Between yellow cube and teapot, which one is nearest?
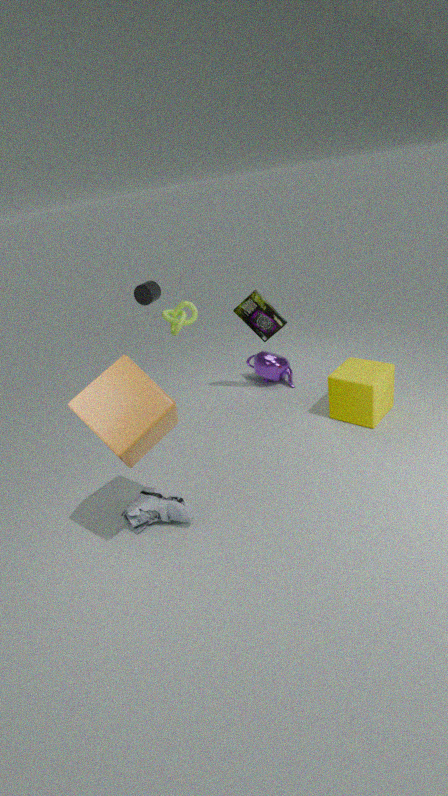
yellow cube
